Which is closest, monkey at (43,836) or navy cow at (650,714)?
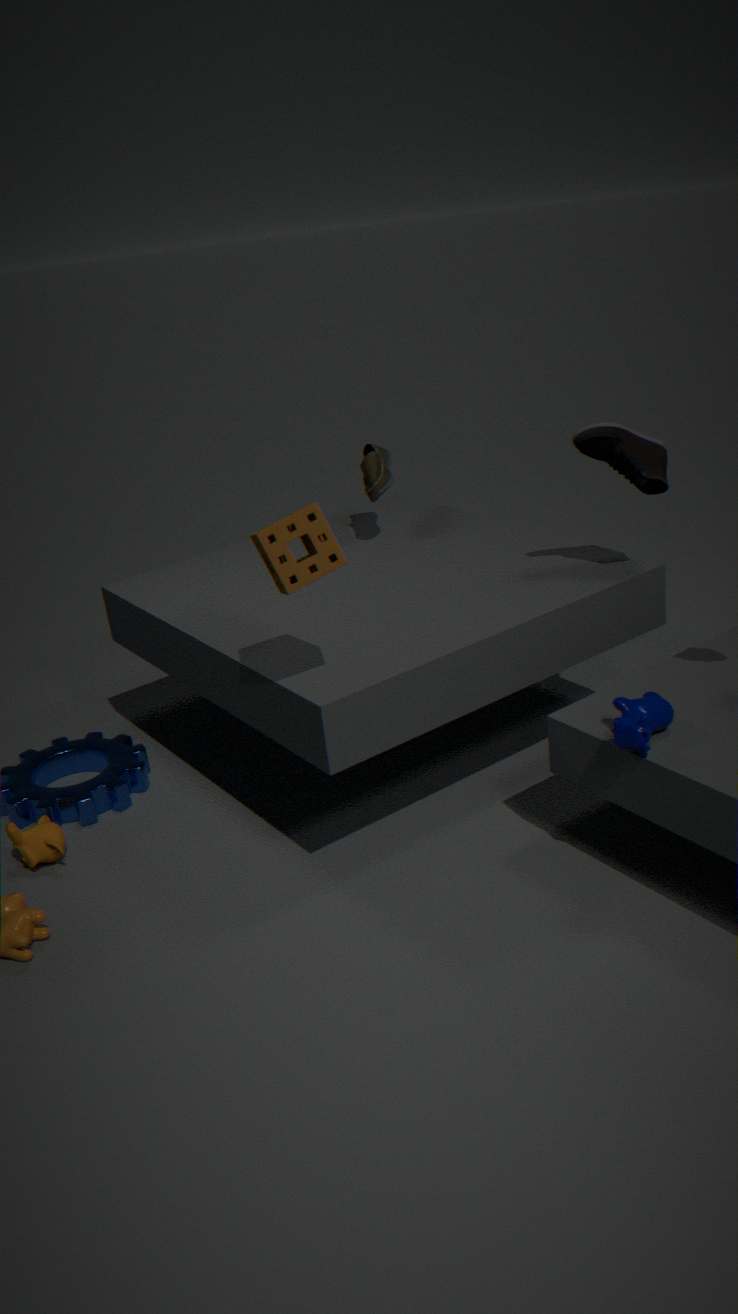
navy cow at (650,714)
